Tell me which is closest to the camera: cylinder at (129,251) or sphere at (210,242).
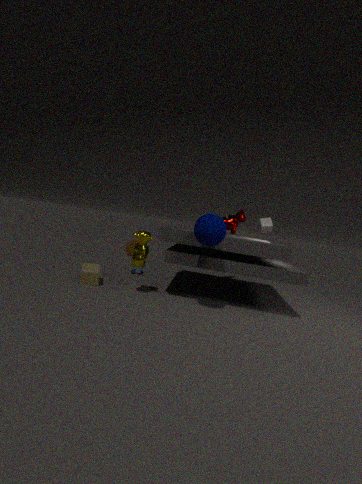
sphere at (210,242)
